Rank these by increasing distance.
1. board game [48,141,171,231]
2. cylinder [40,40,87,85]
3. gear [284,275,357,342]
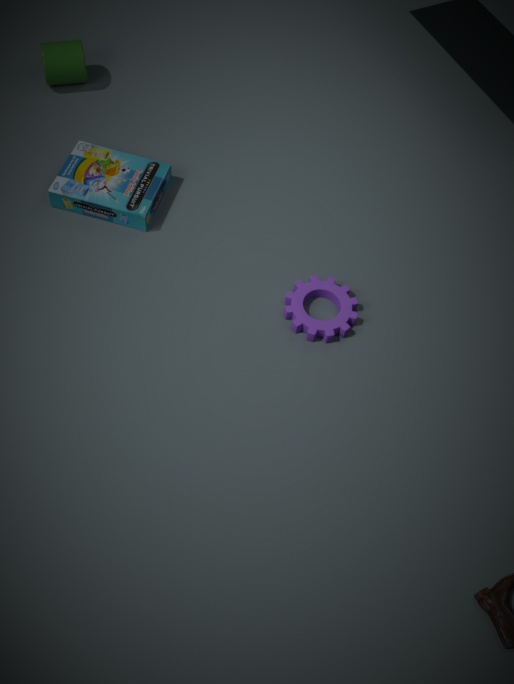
gear [284,275,357,342]
board game [48,141,171,231]
cylinder [40,40,87,85]
